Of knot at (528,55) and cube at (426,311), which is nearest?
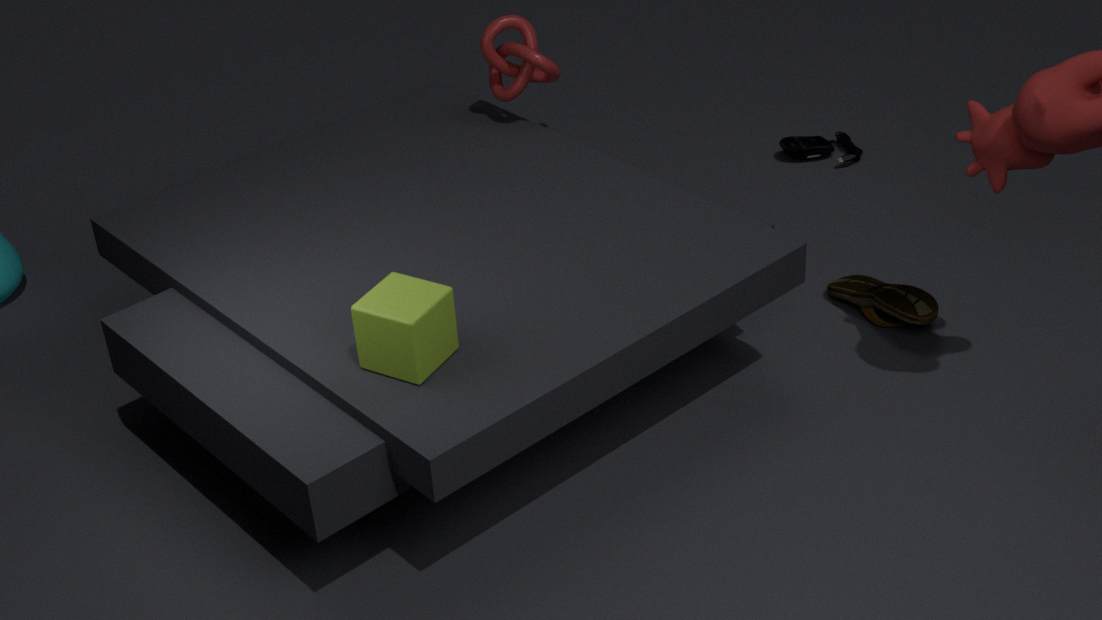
cube at (426,311)
